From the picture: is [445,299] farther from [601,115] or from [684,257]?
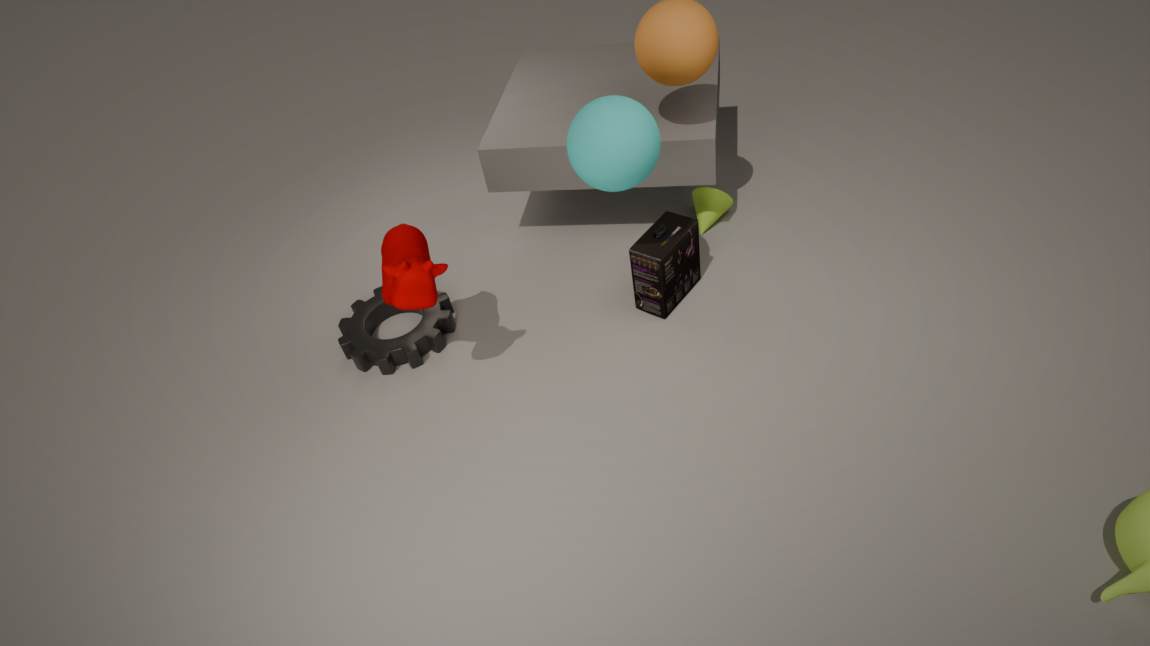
[601,115]
